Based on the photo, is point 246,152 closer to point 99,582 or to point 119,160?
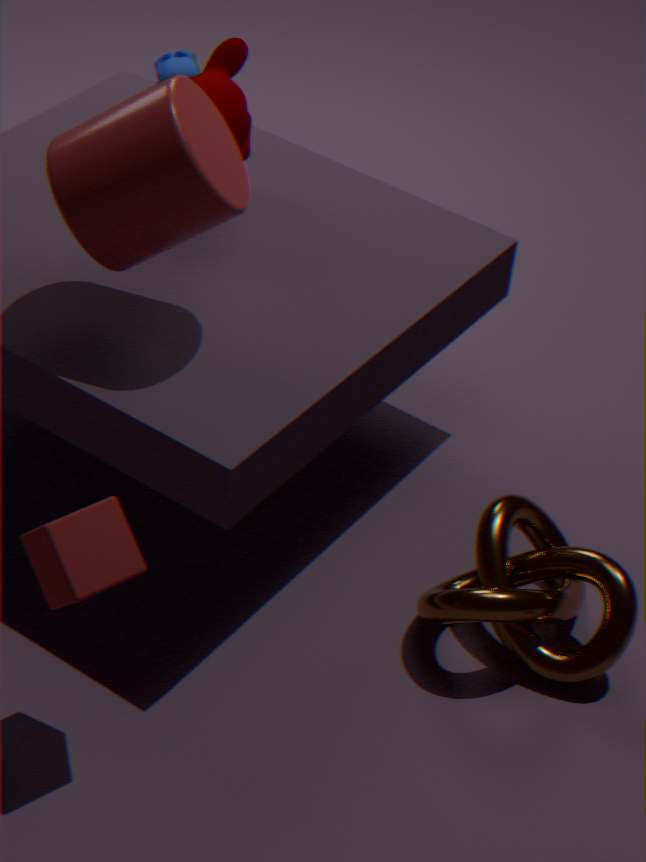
point 119,160
